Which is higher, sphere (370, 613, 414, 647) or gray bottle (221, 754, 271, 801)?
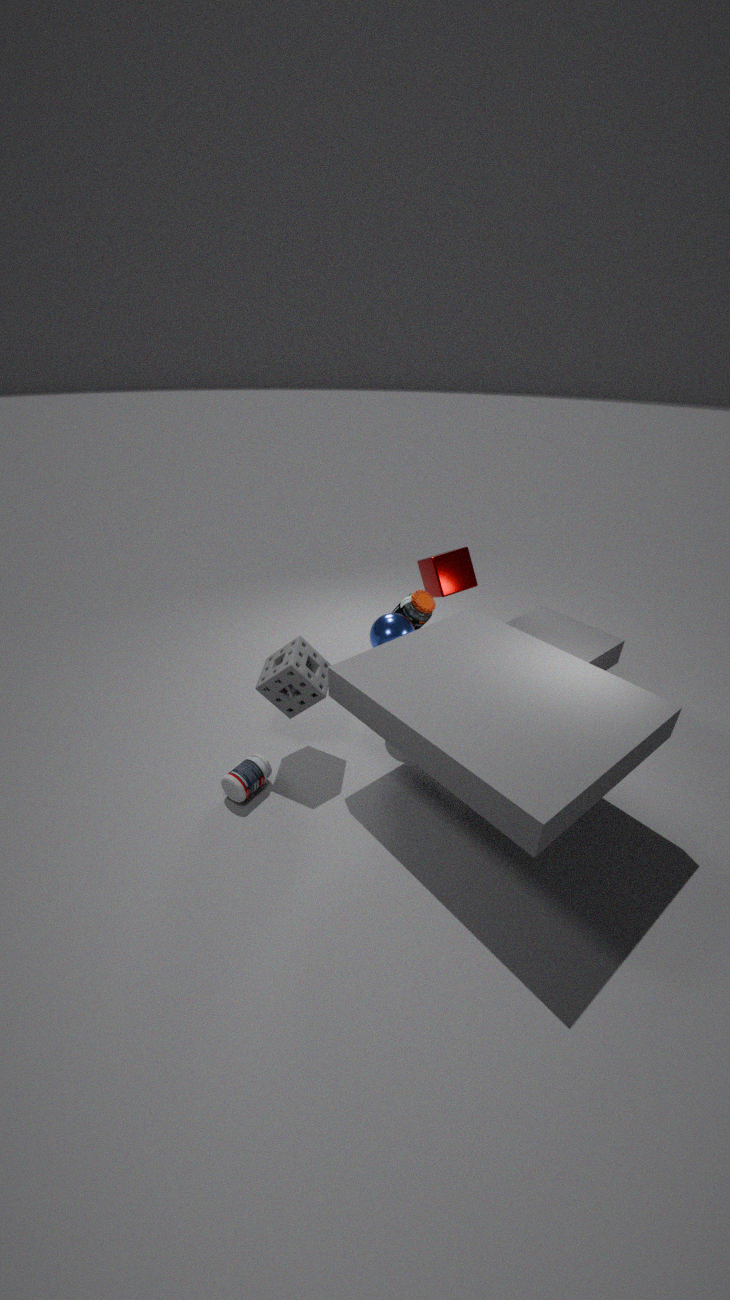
sphere (370, 613, 414, 647)
